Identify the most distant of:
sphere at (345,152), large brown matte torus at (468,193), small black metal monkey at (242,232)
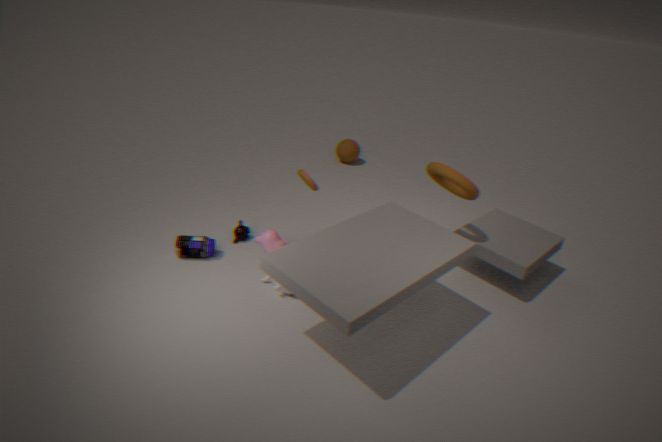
sphere at (345,152)
